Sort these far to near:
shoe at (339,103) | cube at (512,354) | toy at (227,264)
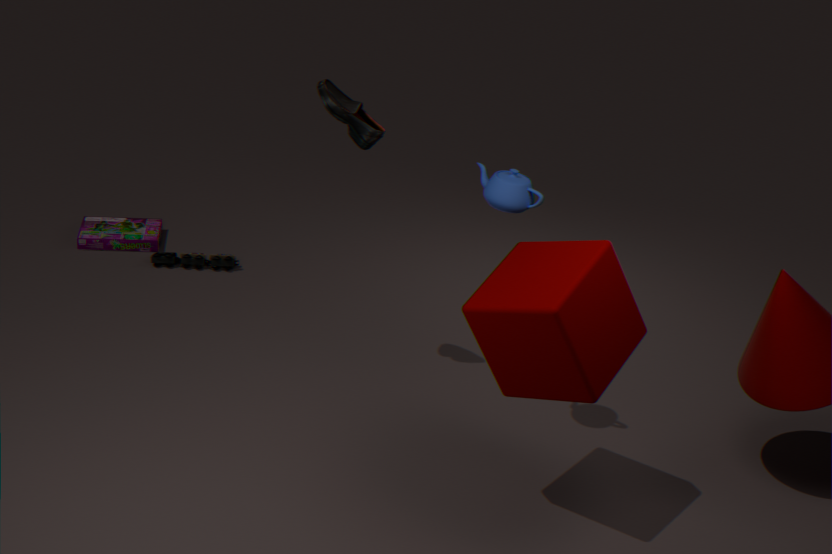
toy at (227,264)
shoe at (339,103)
cube at (512,354)
